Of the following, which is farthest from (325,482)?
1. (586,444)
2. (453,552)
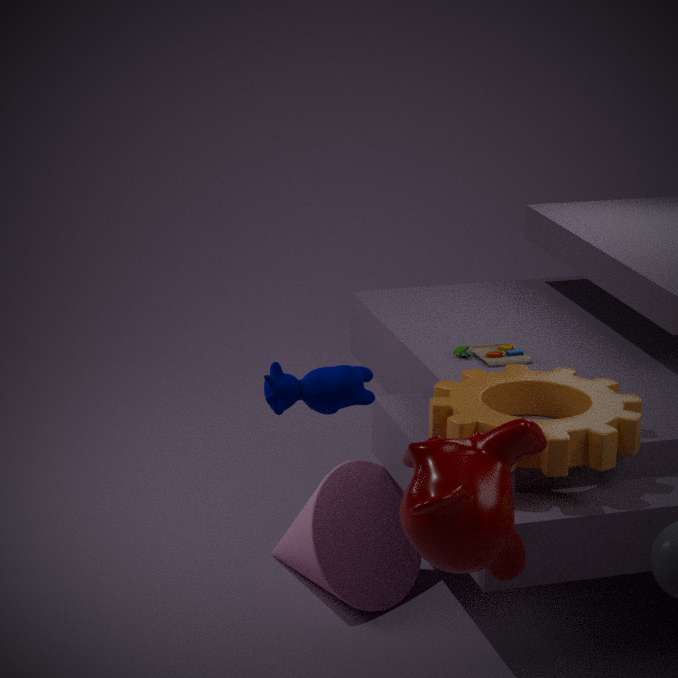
(453,552)
